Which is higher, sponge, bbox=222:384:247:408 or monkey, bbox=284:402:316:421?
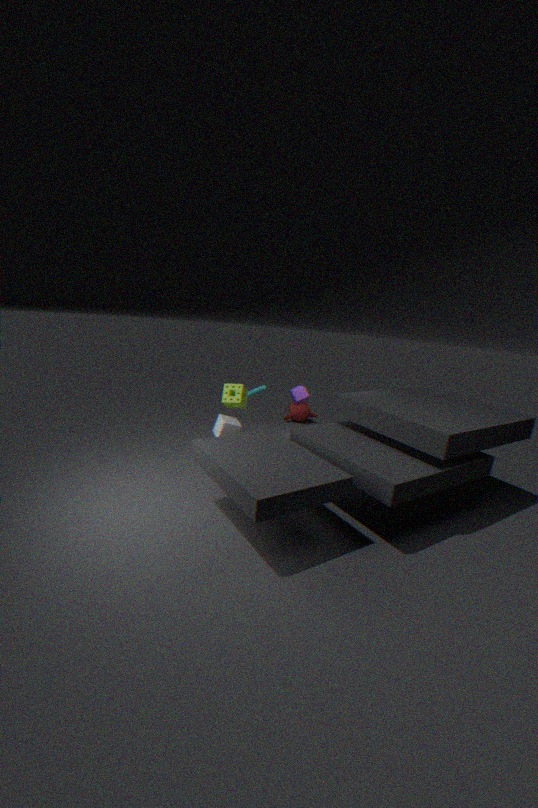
sponge, bbox=222:384:247:408
